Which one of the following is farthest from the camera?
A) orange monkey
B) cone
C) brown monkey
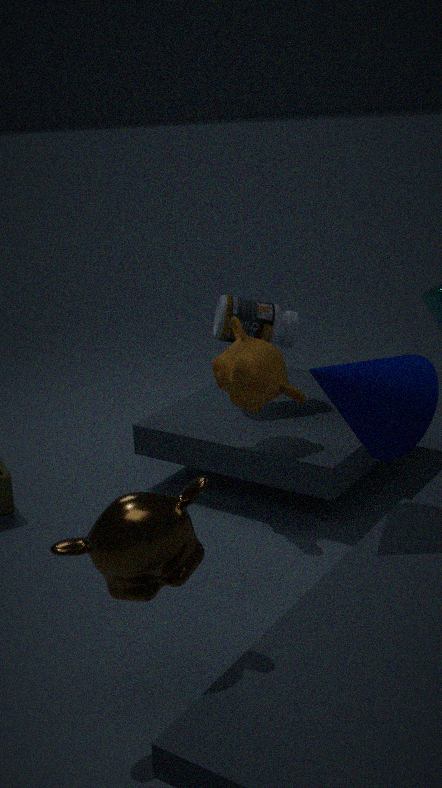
orange monkey
